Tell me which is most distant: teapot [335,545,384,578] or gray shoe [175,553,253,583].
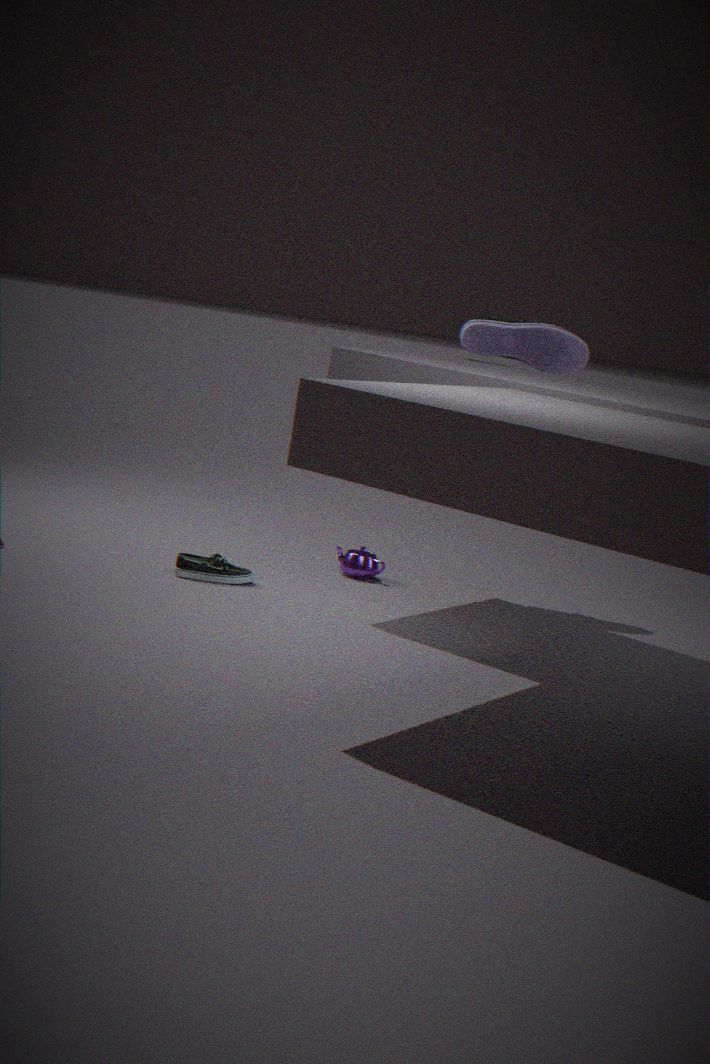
teapot [335,545,384,578]
